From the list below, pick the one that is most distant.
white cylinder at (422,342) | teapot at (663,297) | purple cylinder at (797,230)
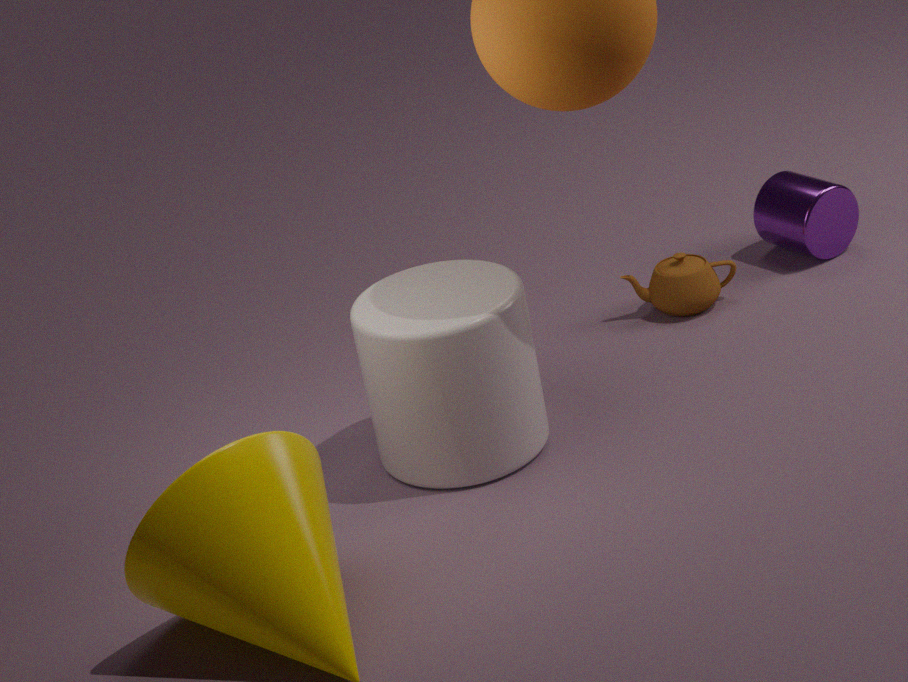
purple cylinder at (797,230)
